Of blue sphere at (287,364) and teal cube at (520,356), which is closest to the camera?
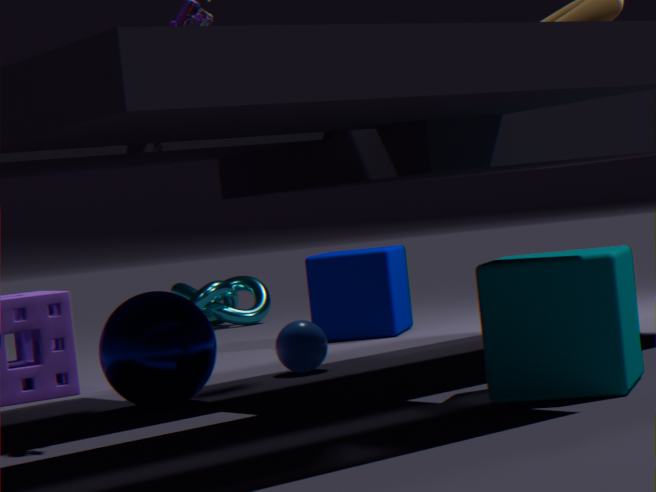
teal cube at (520,356)
